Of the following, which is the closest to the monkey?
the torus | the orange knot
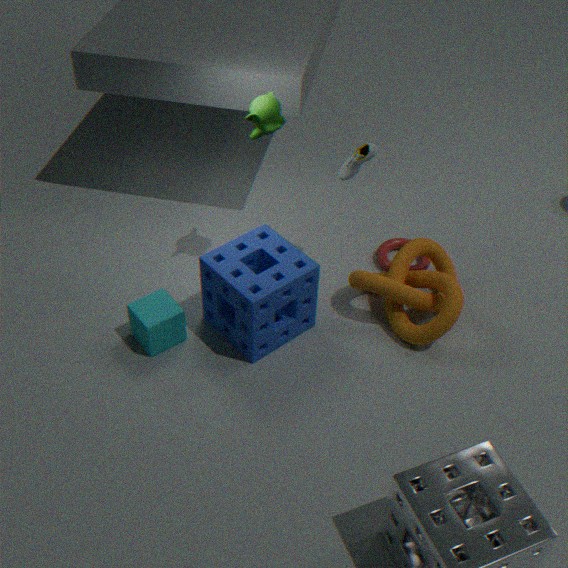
the orange knot
